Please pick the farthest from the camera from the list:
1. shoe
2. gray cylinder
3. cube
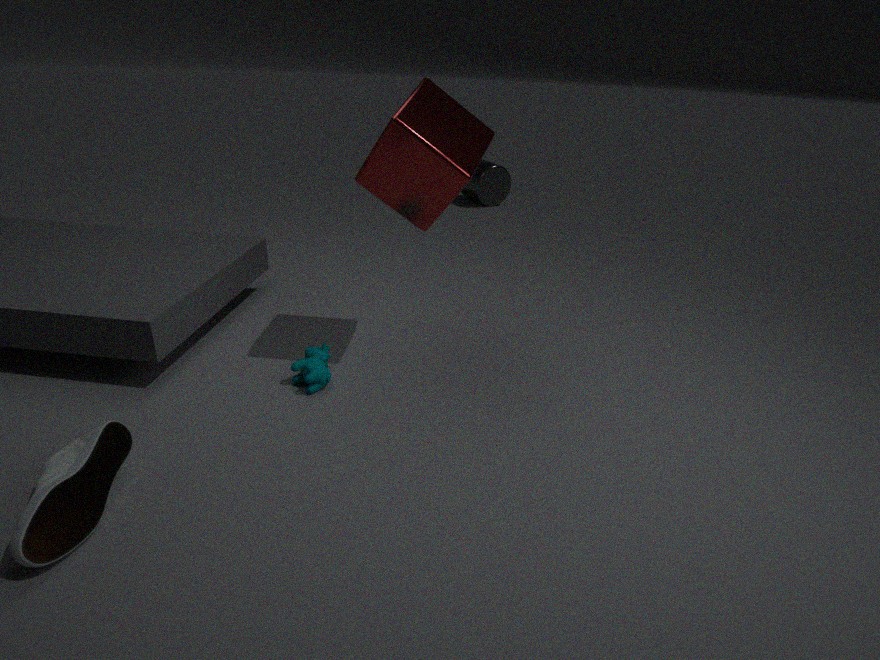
gray cylinder
